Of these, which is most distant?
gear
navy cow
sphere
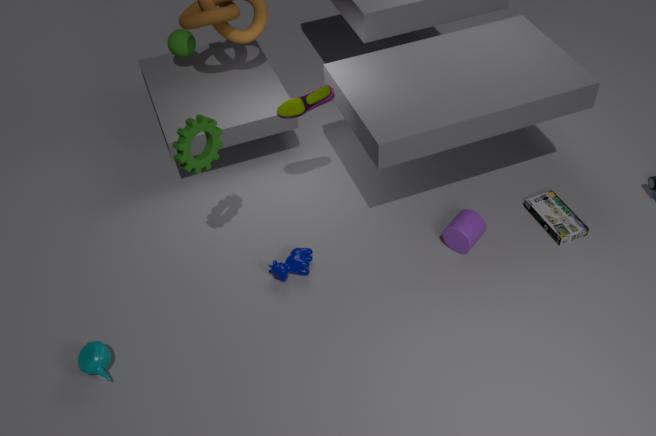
sphere
